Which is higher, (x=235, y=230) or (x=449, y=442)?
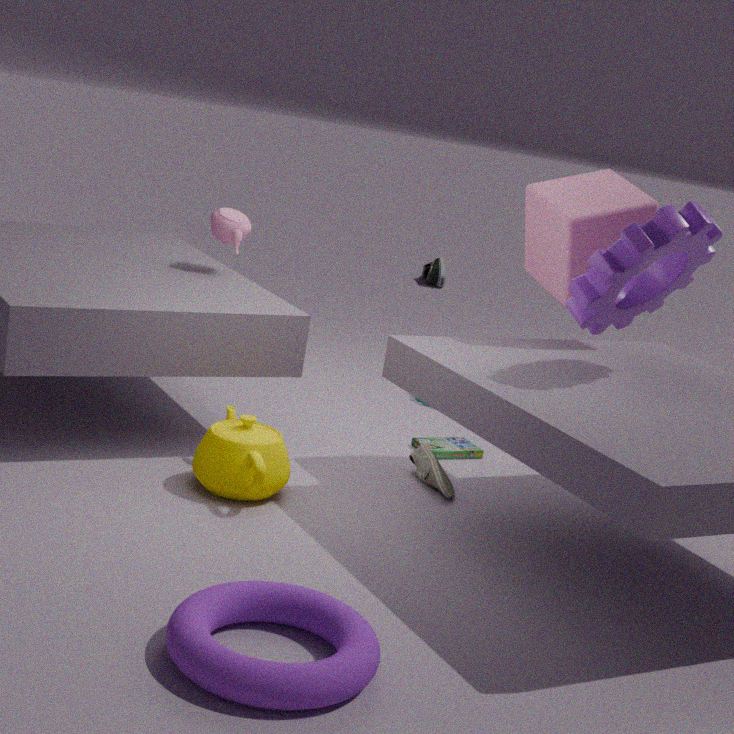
(x=235, y=230)
